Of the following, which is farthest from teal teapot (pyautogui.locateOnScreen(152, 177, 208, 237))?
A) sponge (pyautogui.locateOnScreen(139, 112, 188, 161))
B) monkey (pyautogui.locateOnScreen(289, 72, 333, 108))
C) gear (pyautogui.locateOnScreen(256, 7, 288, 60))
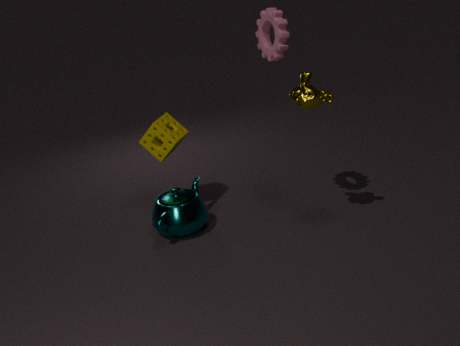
gear (pyautogui.locateOnScreen(256, 7, 288, 60))
